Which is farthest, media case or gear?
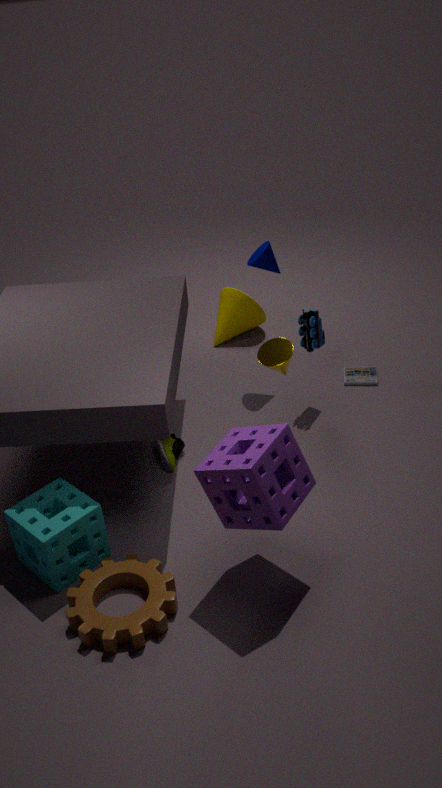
media case
